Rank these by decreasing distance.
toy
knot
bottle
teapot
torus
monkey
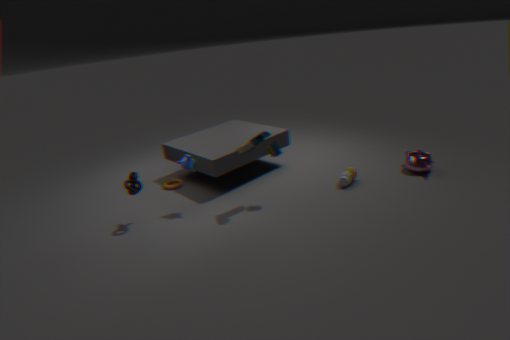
torus → teapot → bottle → monkey → knot → toy
